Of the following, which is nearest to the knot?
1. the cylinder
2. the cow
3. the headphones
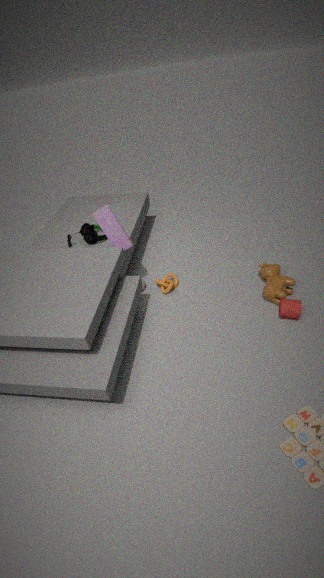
the headphones
